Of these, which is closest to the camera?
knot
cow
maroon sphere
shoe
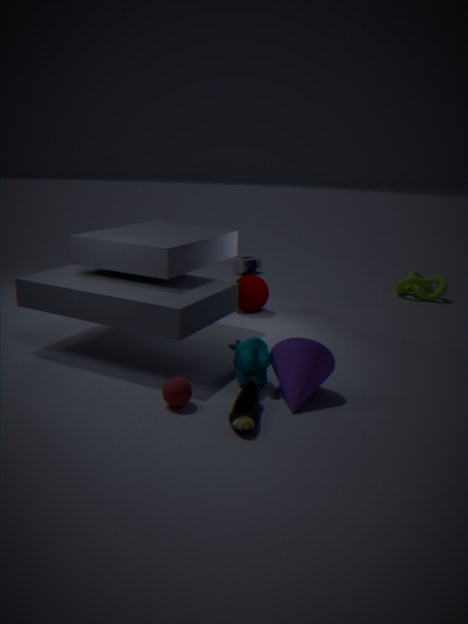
shoe
